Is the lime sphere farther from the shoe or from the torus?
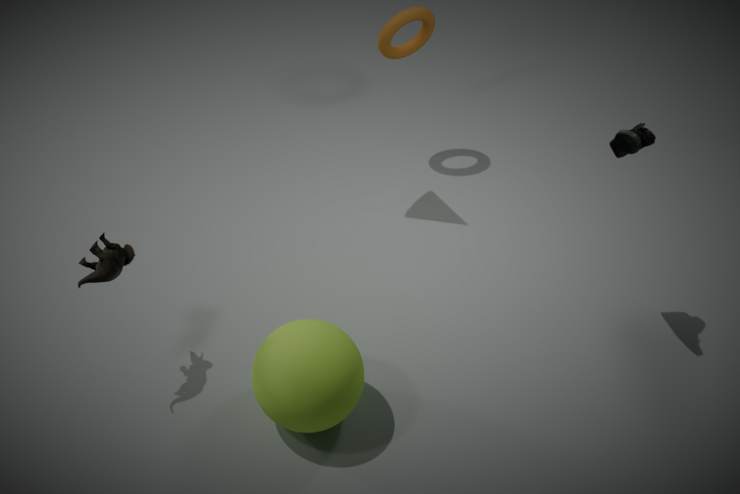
the torus
